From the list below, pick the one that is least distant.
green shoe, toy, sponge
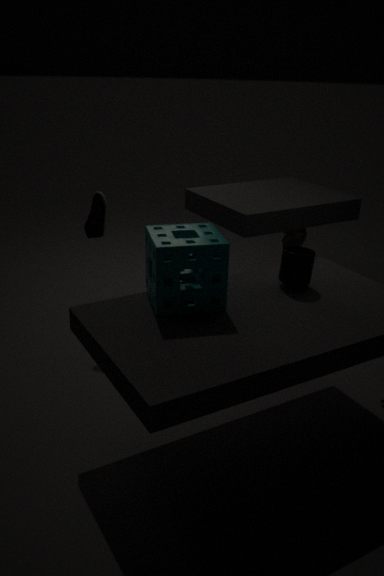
sponge
